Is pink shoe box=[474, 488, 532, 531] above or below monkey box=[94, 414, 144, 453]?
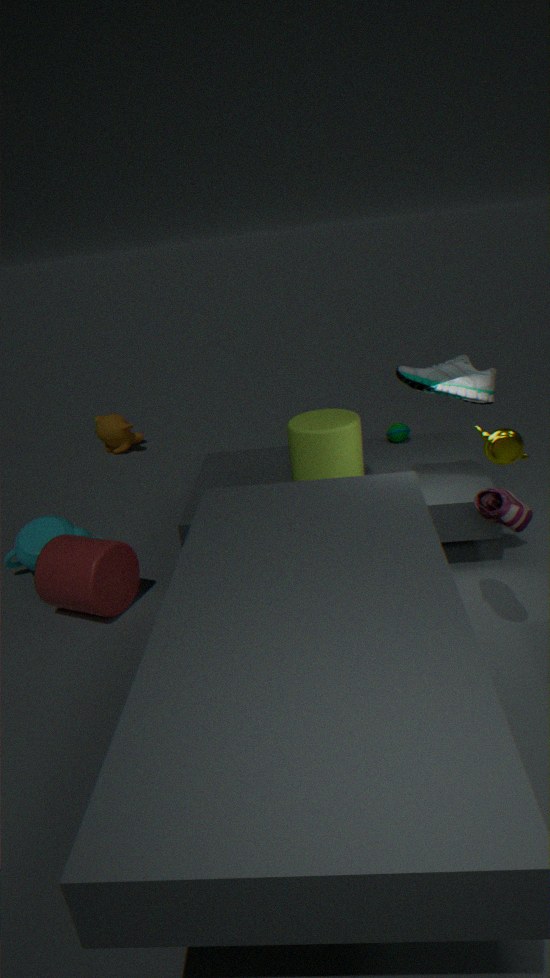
above
